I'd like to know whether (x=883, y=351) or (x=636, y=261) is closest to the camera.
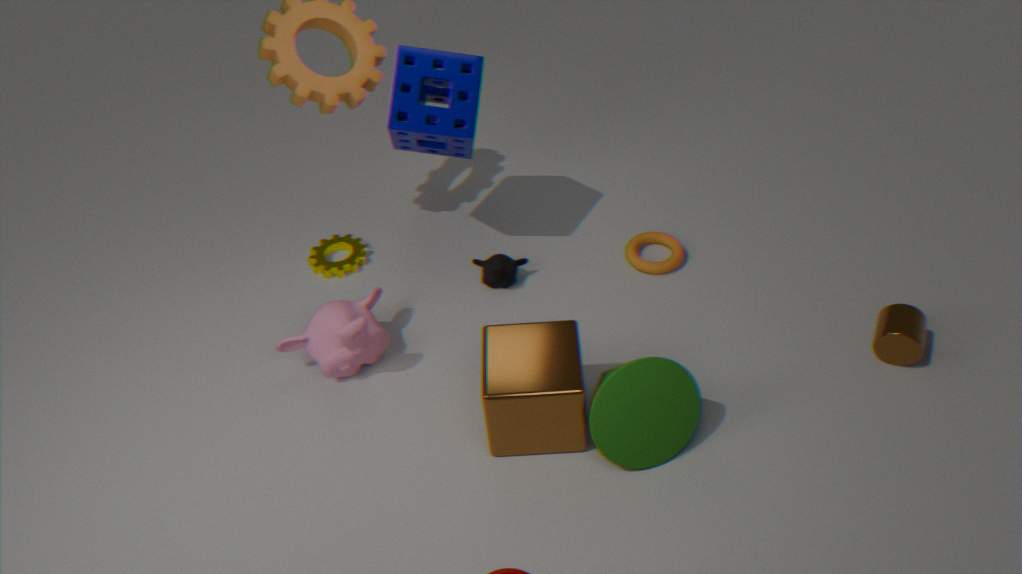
(x=883, y=351)
